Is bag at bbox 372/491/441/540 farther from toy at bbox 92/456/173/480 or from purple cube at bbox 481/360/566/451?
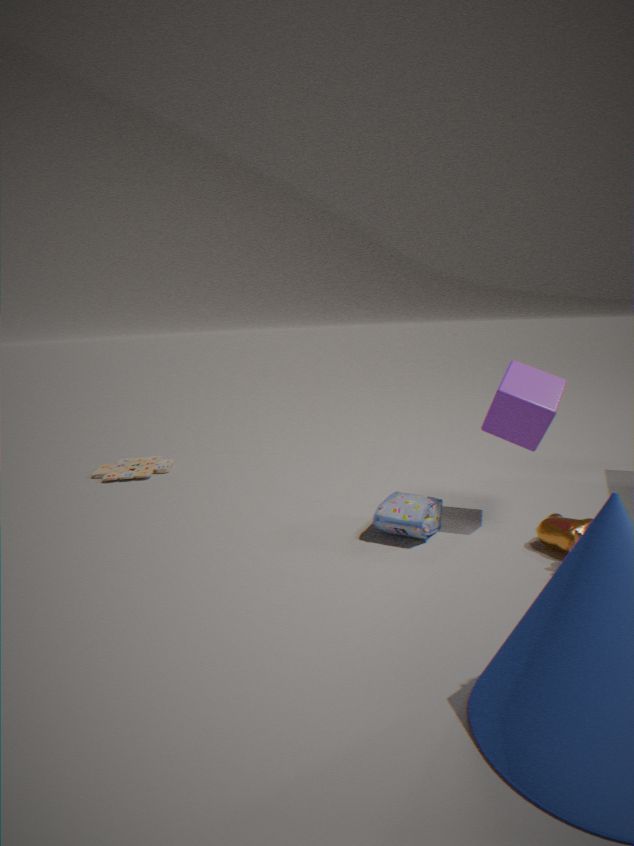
toy at bbox 92/456/173/480
